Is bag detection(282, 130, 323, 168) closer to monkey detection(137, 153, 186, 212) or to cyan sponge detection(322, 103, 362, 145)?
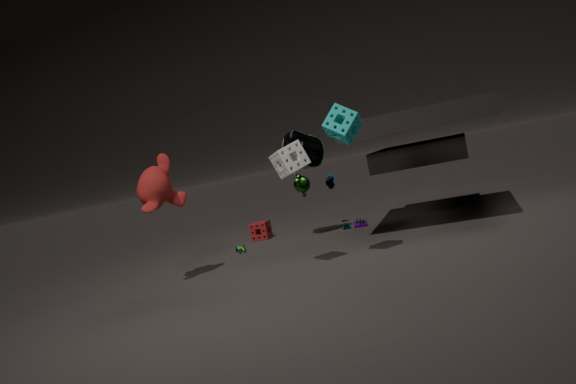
monkey detection(137, 153, 186, 212)
